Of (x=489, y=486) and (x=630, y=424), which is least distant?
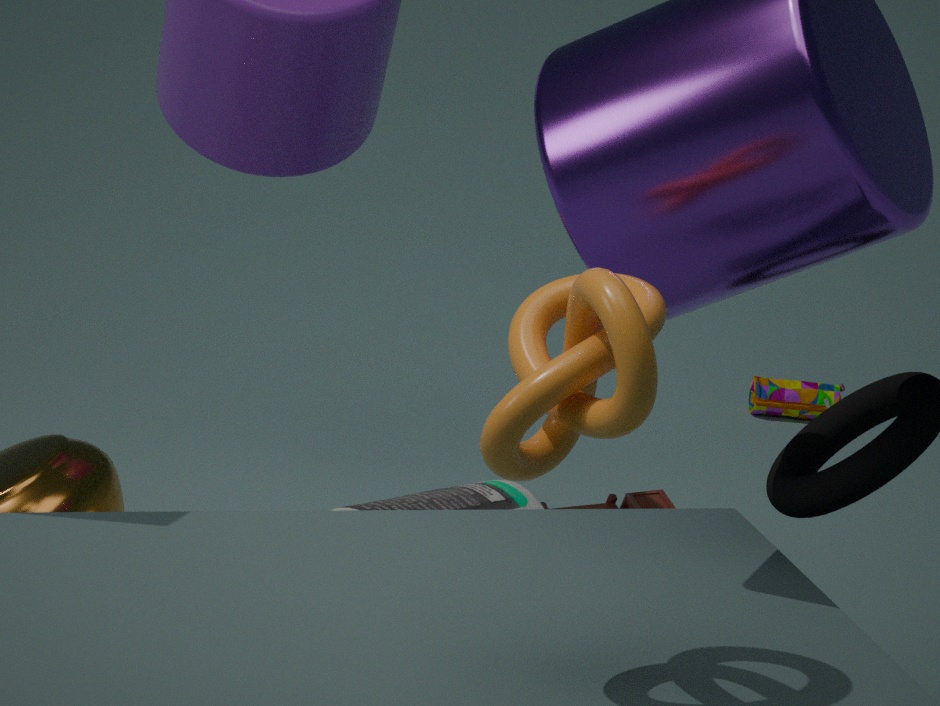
(x=630, y=424)
